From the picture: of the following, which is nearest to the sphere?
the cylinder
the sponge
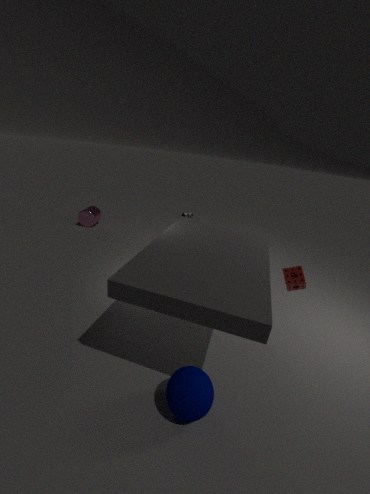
the sponge
